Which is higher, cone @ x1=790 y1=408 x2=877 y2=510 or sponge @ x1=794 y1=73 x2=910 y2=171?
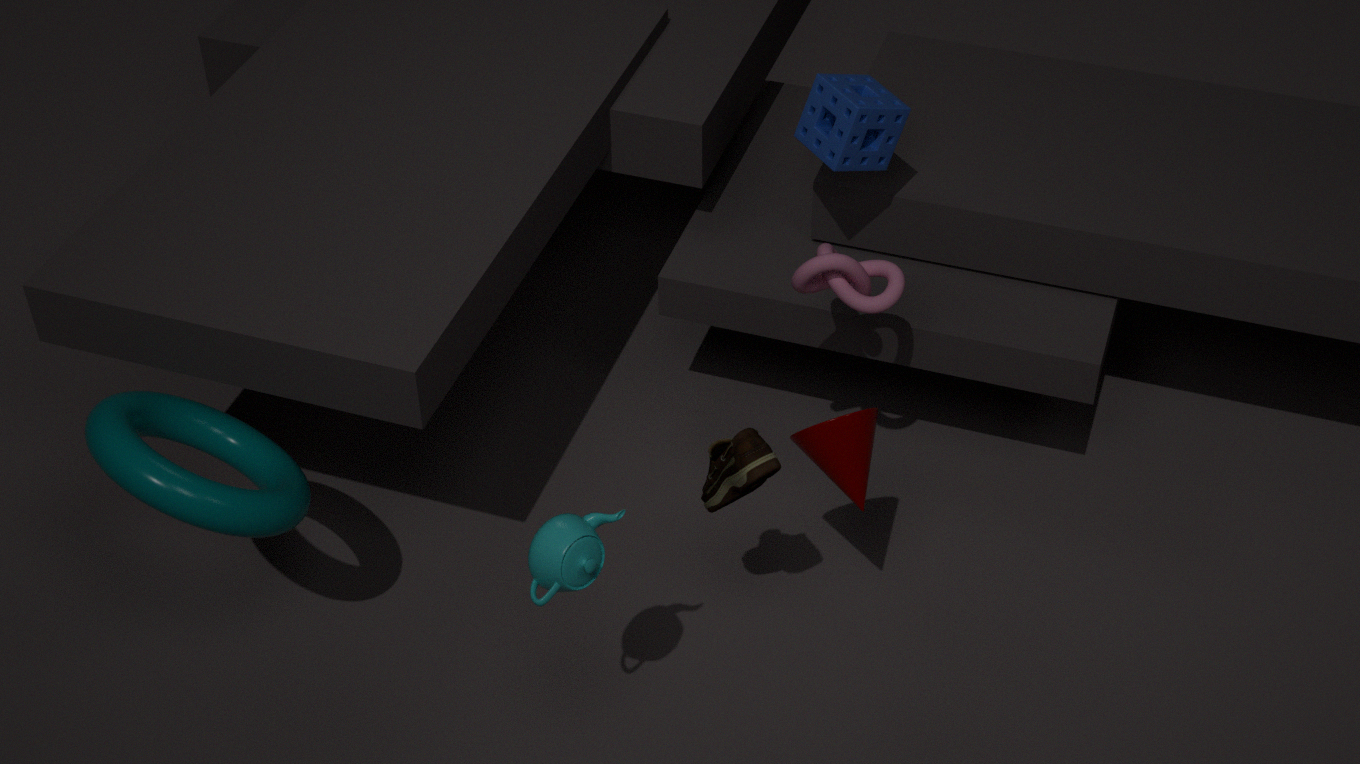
sponge @ x1=794 y1=73 x2=910 y2=171
